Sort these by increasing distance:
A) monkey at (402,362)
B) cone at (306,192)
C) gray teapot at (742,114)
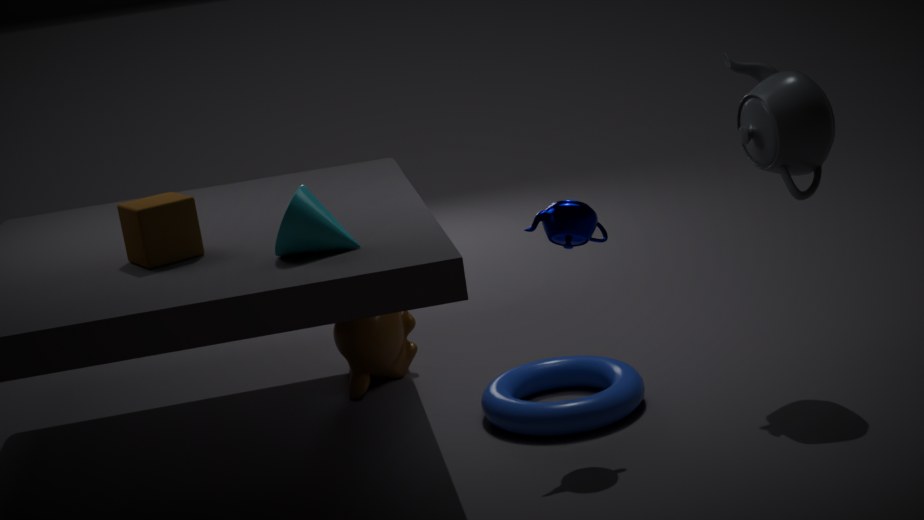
→ 1. cone at (306,192)
2. gray teapot at (742,114)
3. monkey at (402,362)
